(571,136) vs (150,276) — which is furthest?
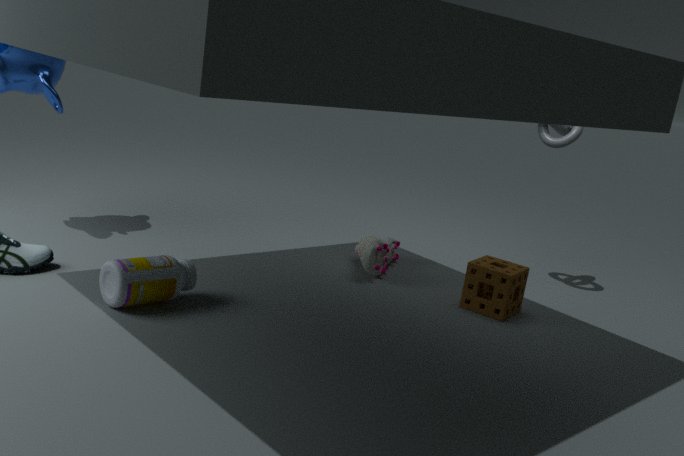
(571,136)
